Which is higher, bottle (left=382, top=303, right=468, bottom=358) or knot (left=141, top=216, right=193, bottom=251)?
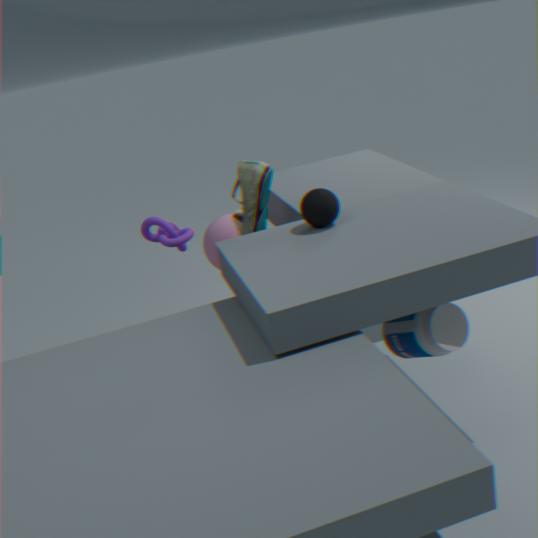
knot (left=141, top=216, right=193, bottom=251)
